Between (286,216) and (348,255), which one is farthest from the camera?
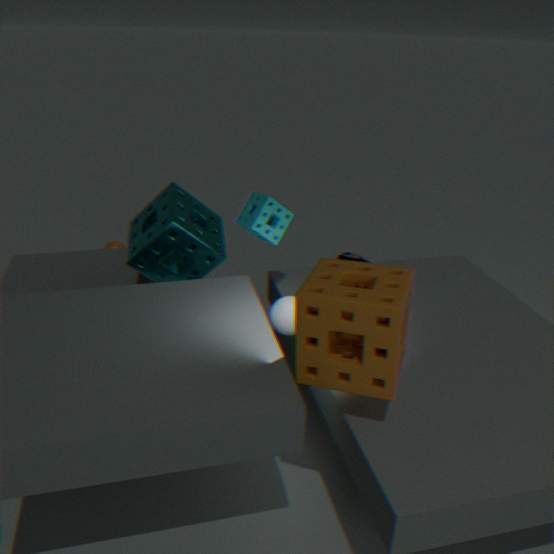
(348,255)
